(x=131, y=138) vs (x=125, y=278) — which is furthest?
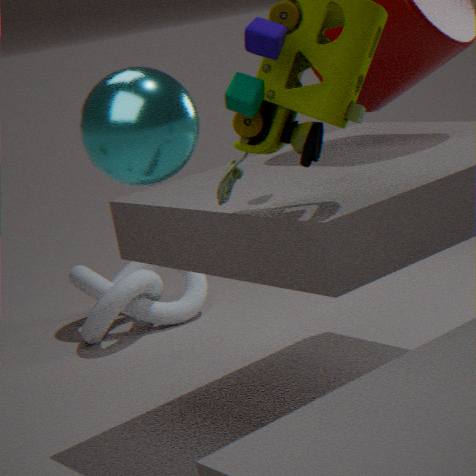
(x=125, y=278)
